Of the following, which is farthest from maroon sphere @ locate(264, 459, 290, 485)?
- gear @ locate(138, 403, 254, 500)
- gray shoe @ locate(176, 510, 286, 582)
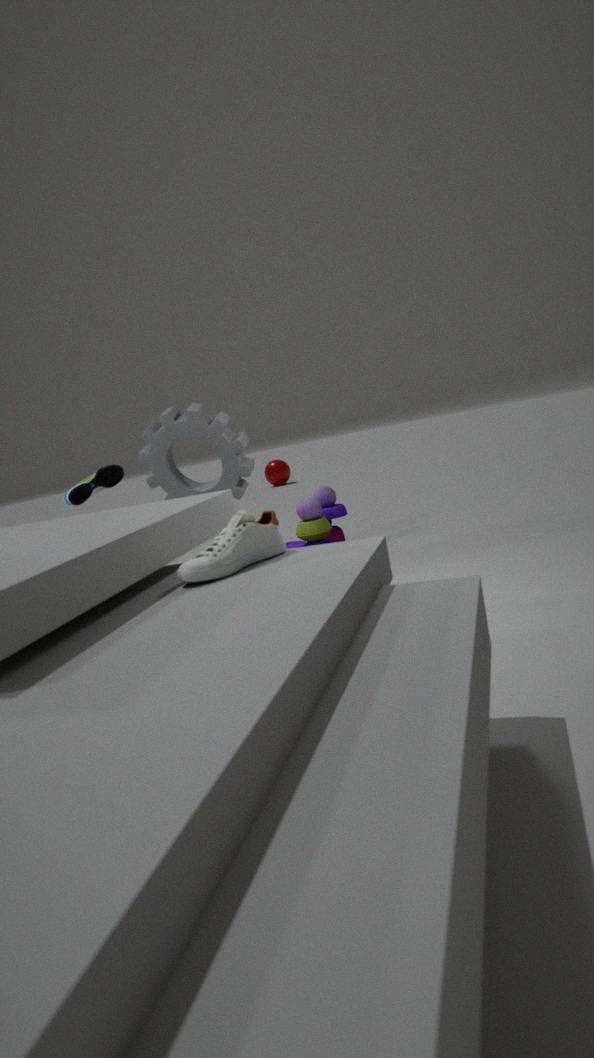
gray shoe @ locate(176, 510, 286, 582)
